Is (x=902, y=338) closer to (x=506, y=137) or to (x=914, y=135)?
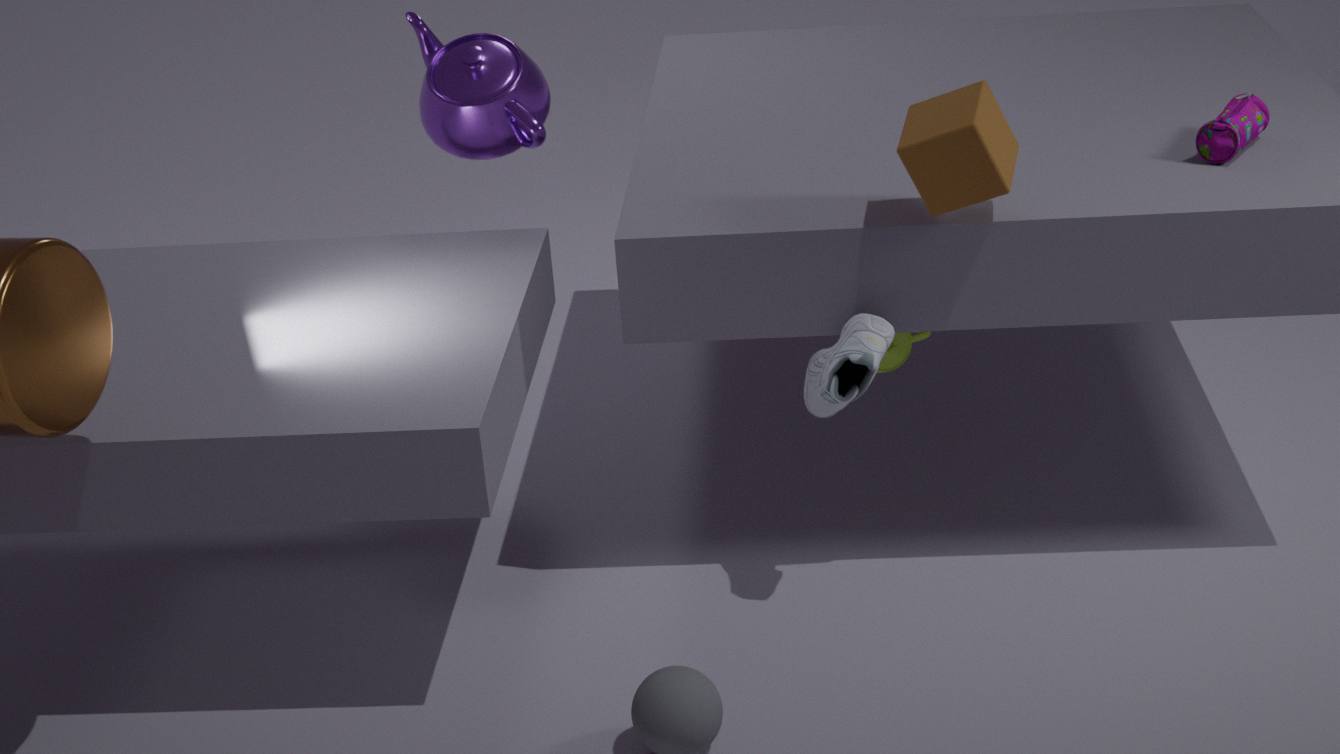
(x=914, y=135)
